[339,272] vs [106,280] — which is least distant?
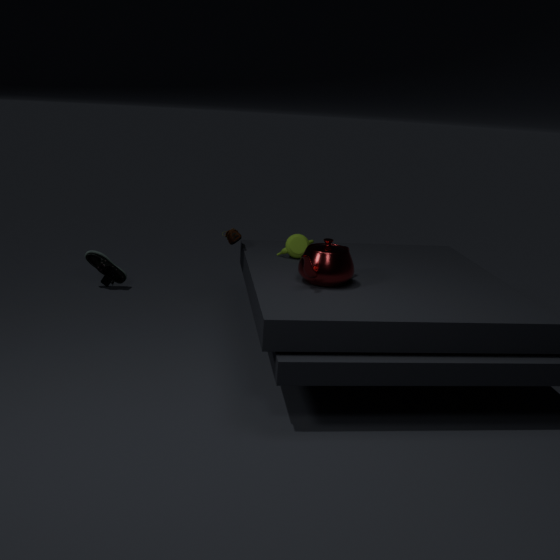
[339,272]
